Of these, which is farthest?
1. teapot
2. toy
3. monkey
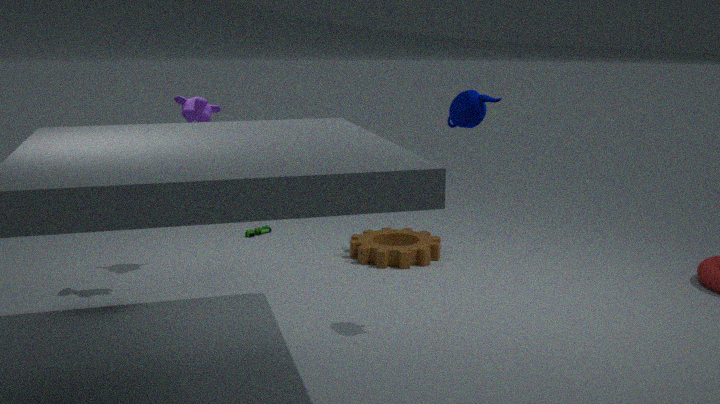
toy
